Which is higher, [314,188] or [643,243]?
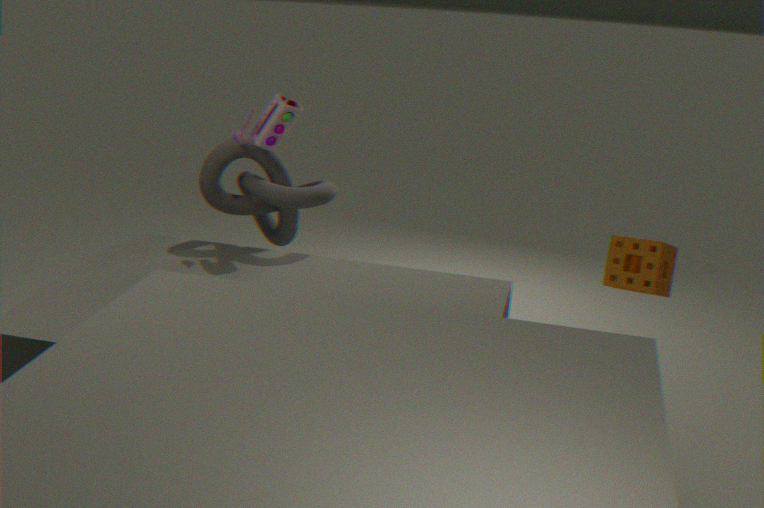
[314,188]
